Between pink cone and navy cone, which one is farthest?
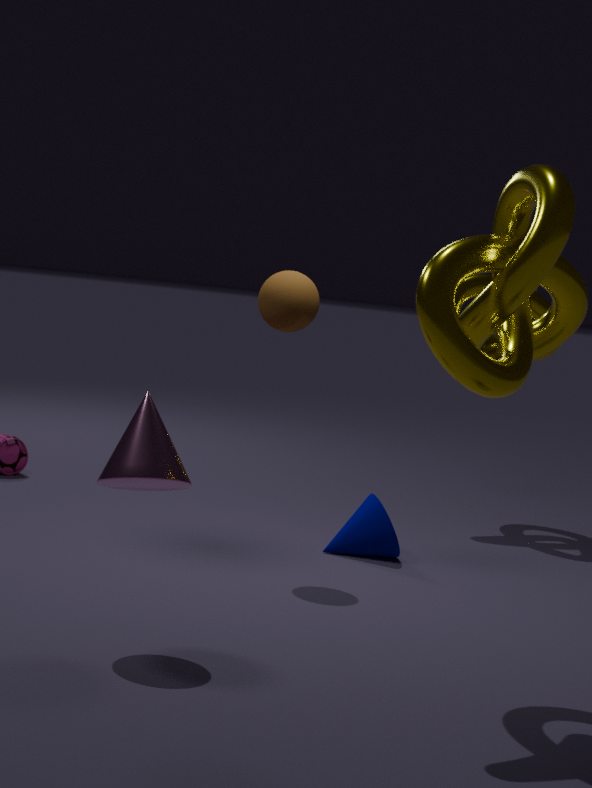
navy cone
